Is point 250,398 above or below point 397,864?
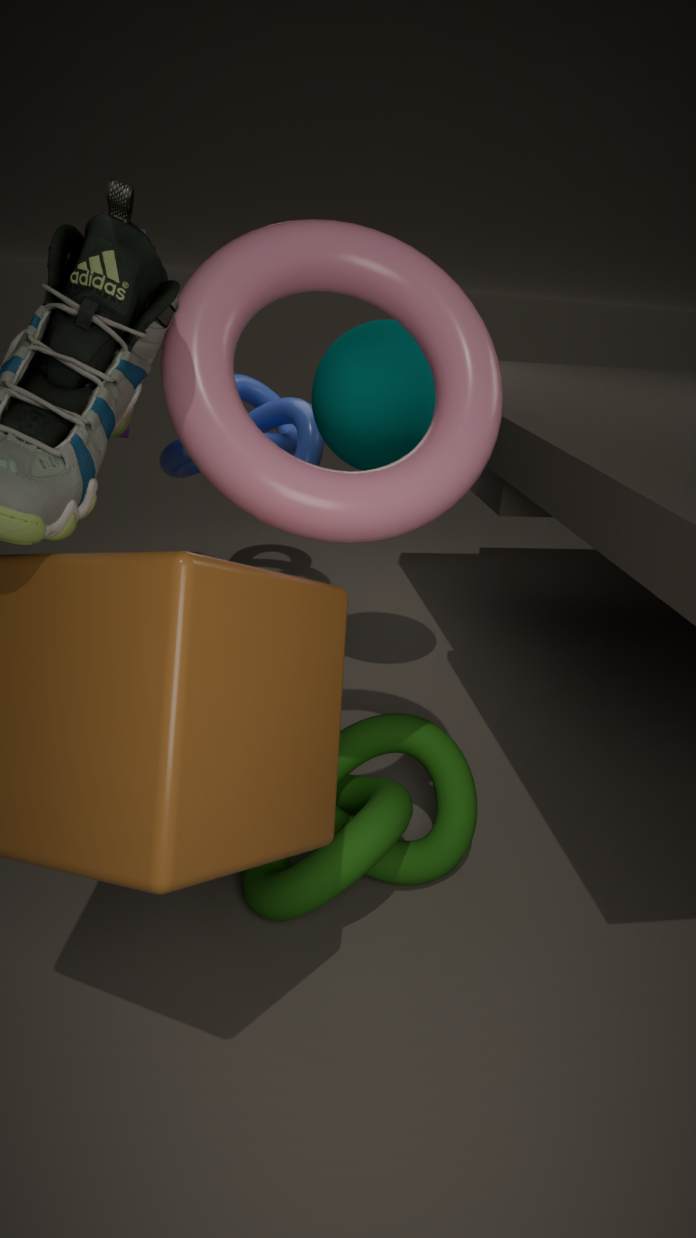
above
